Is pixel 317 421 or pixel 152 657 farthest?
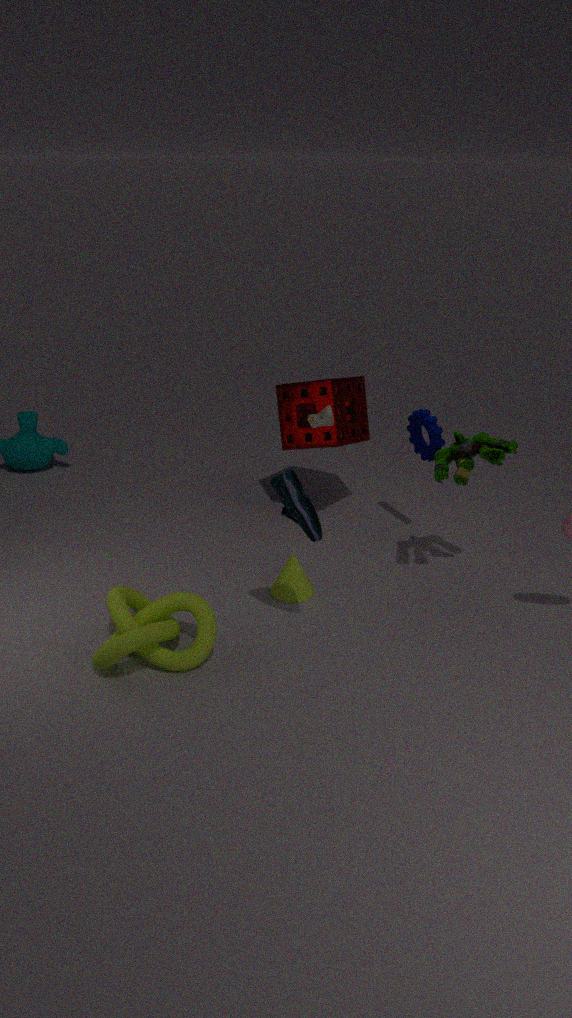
pixel 317 421
